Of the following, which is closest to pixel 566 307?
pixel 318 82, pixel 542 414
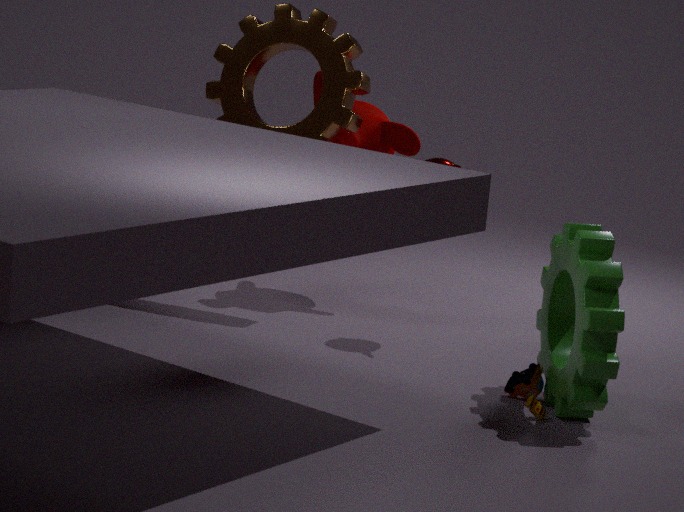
pixel 542 414
